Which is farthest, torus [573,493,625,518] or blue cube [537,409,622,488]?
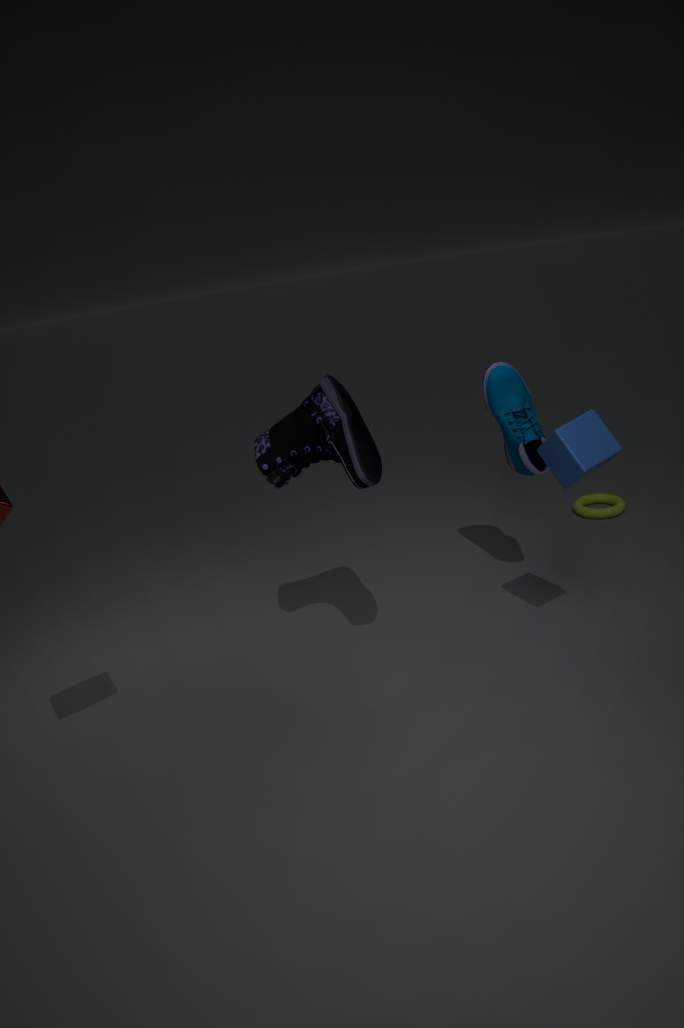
torus [573,493,625,518]
